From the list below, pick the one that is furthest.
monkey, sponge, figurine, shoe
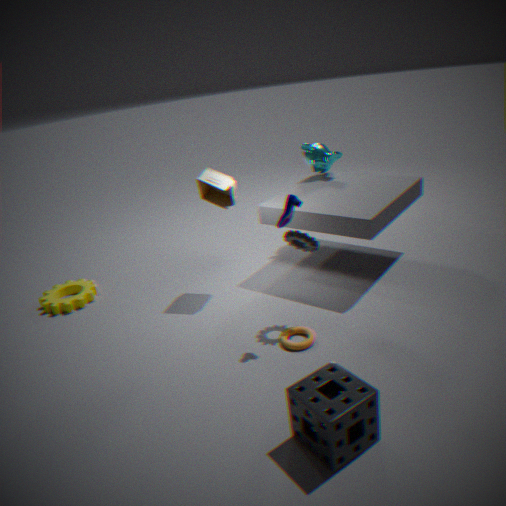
monkey
